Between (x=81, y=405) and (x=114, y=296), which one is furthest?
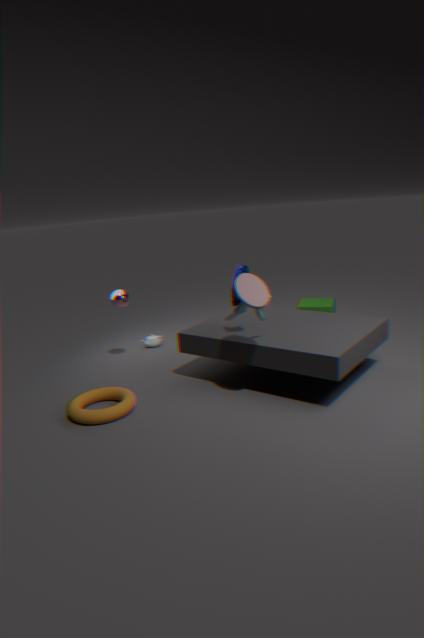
(x=114, y=296)
